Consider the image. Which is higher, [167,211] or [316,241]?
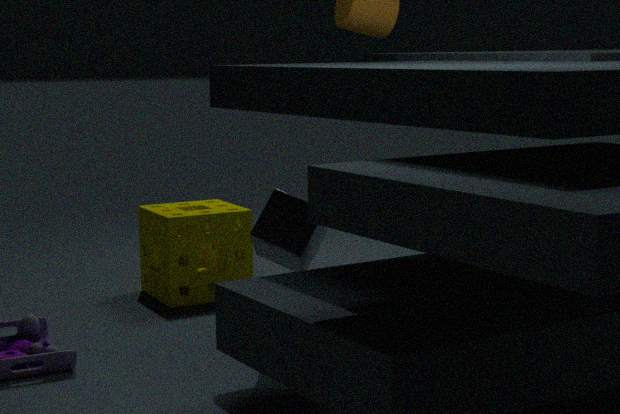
[316,241]
